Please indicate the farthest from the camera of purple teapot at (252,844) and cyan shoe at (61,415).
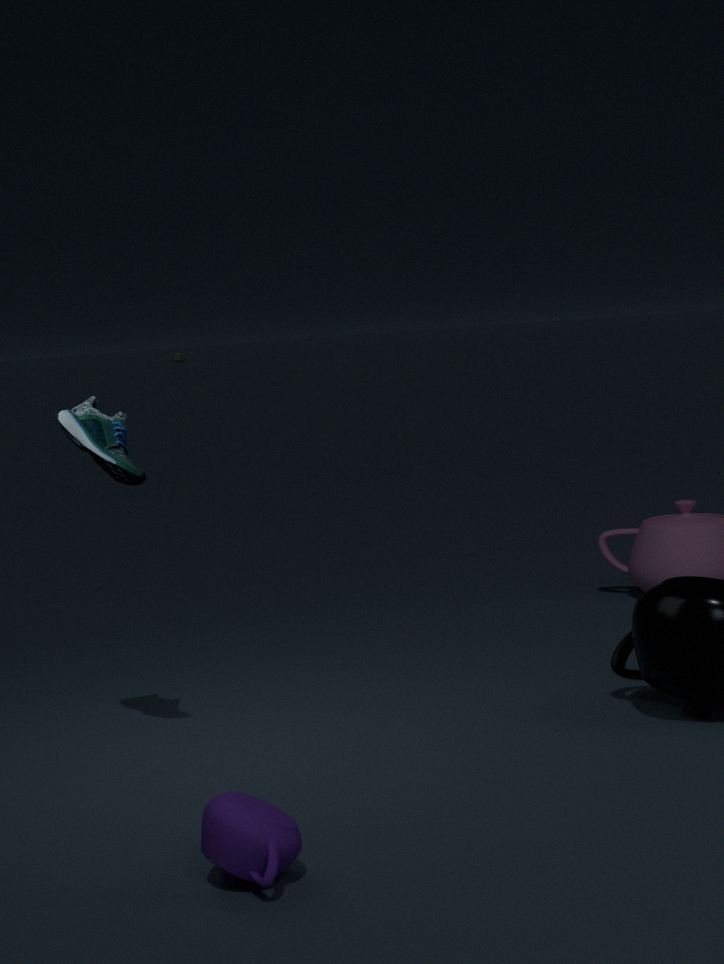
cyan shoe at (61,415)
